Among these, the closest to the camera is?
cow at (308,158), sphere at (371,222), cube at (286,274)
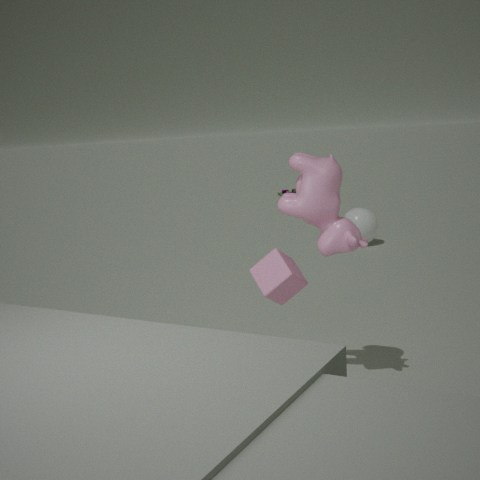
cow at (308,158)
